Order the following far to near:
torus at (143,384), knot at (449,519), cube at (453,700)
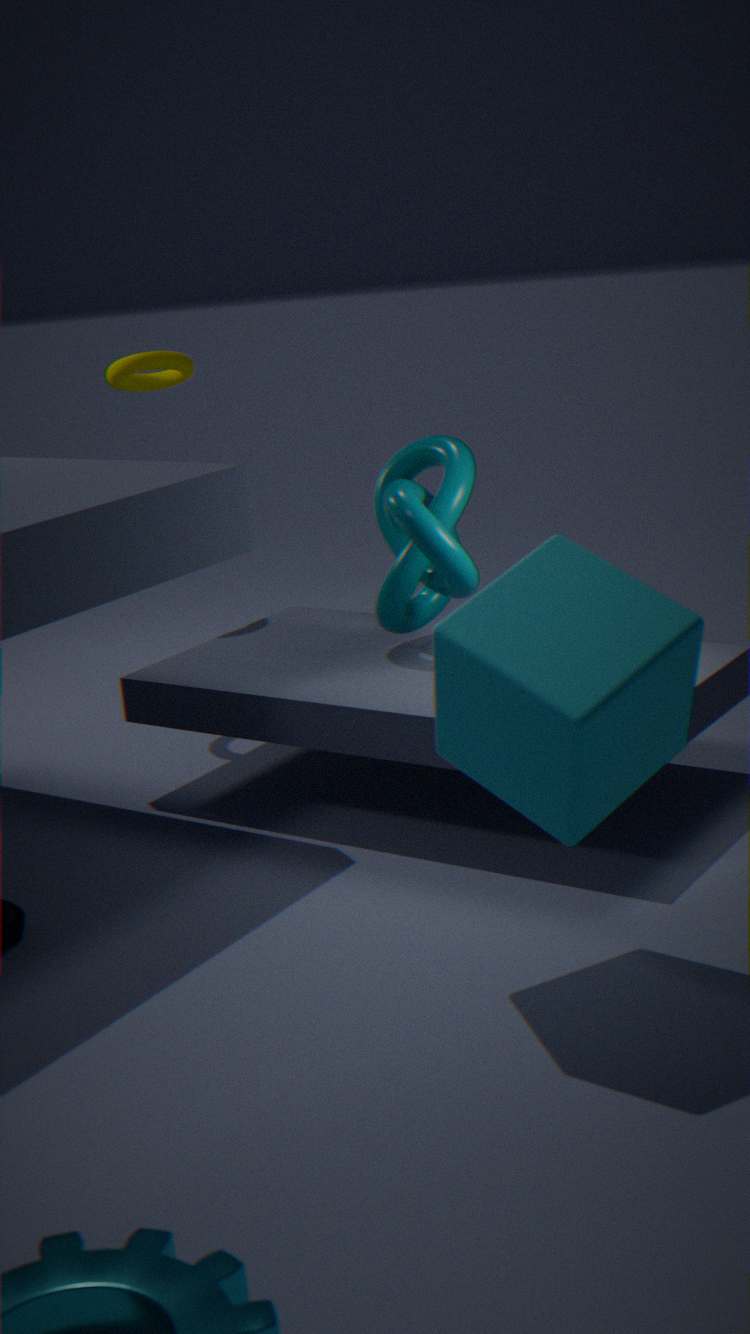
torus at (143,384), knot at (449,519), cube at (453,700)
